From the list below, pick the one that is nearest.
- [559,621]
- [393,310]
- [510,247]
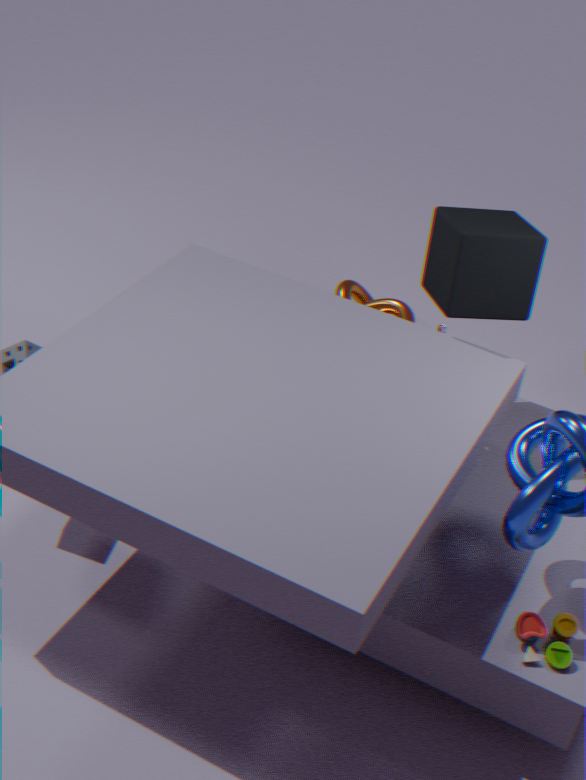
[559,621]
